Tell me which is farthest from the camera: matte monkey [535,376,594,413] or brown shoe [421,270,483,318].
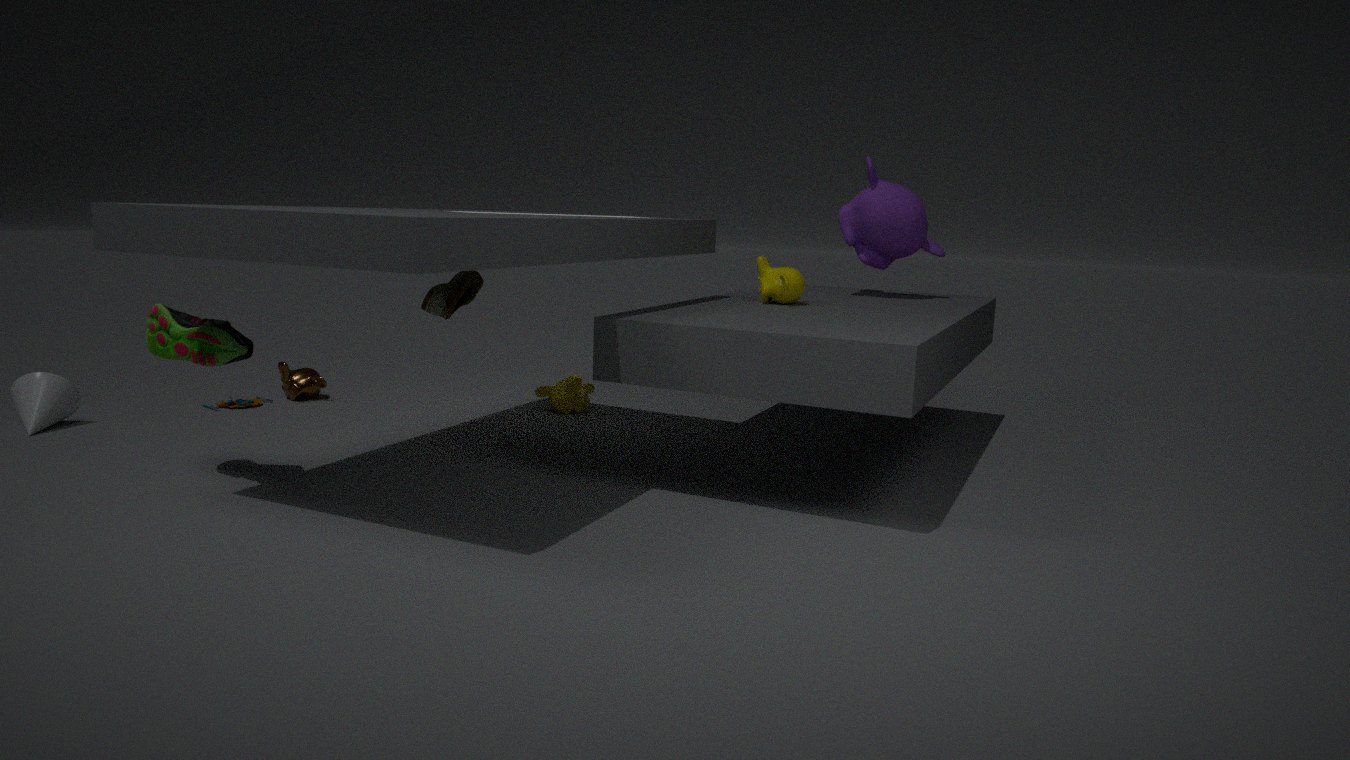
matte monkey [535,376,594,413]
